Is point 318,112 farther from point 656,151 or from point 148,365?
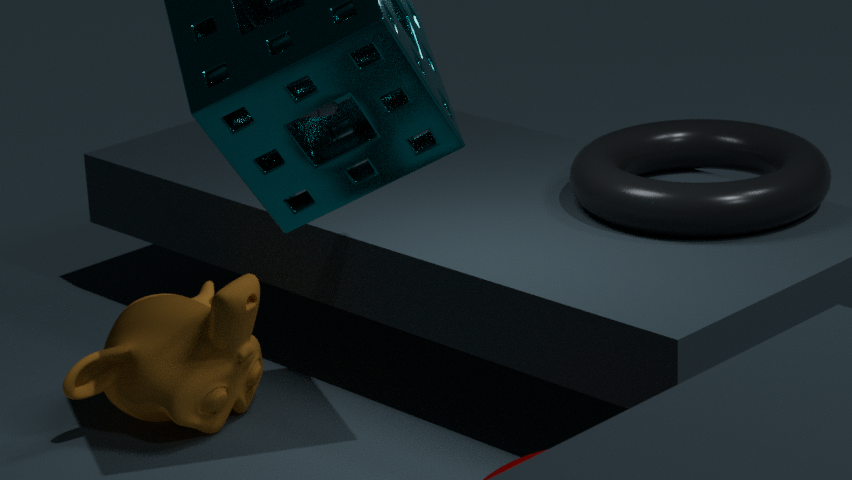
point 656,151
